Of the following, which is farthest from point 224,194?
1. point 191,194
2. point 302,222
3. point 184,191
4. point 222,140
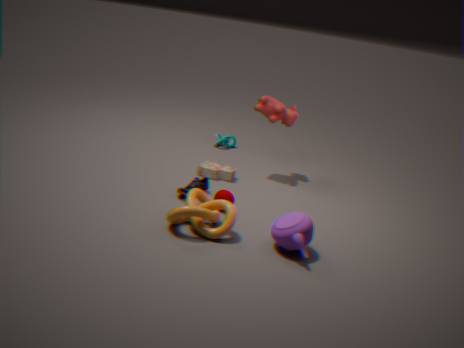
point 222,140
